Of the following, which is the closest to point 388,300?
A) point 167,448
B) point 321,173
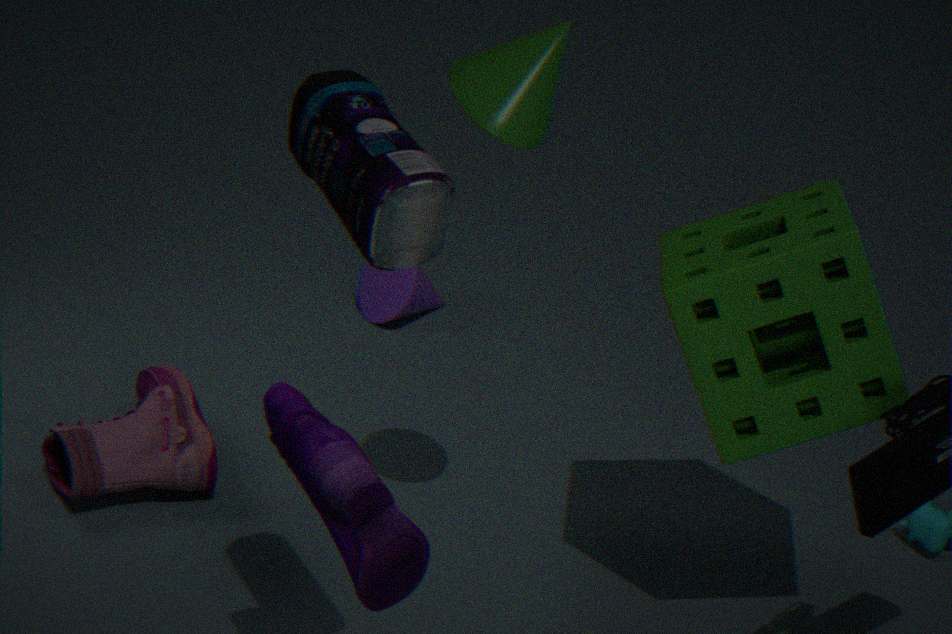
point 167,448
